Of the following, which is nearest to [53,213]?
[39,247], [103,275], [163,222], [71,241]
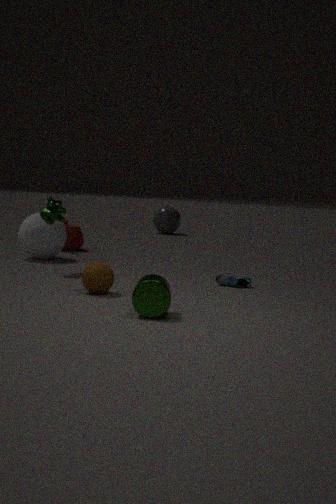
[39,247]
